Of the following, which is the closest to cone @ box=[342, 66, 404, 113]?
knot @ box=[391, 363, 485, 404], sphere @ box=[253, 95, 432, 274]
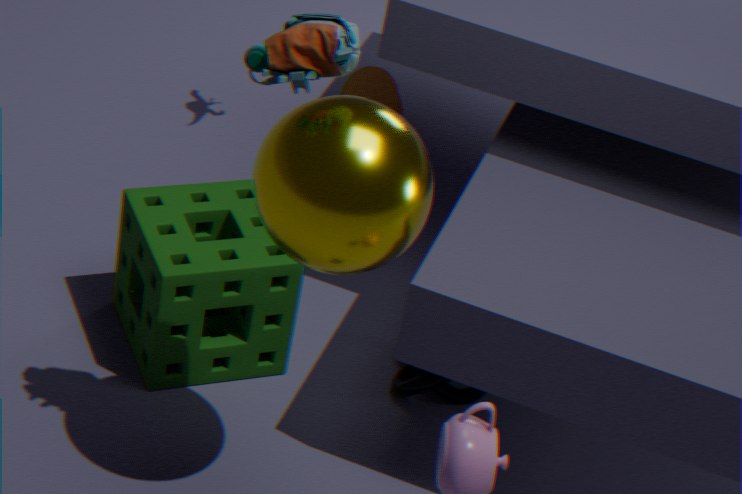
knot @ box=[391, 363, 485, 404]
